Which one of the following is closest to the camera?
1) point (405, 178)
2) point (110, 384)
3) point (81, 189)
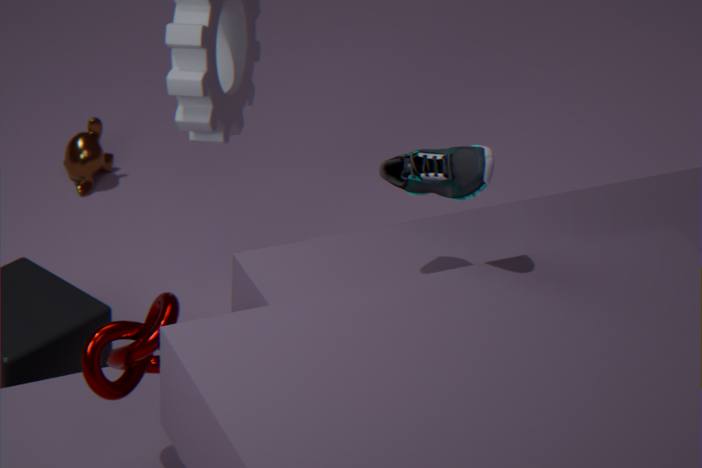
2. point (110, 384)
